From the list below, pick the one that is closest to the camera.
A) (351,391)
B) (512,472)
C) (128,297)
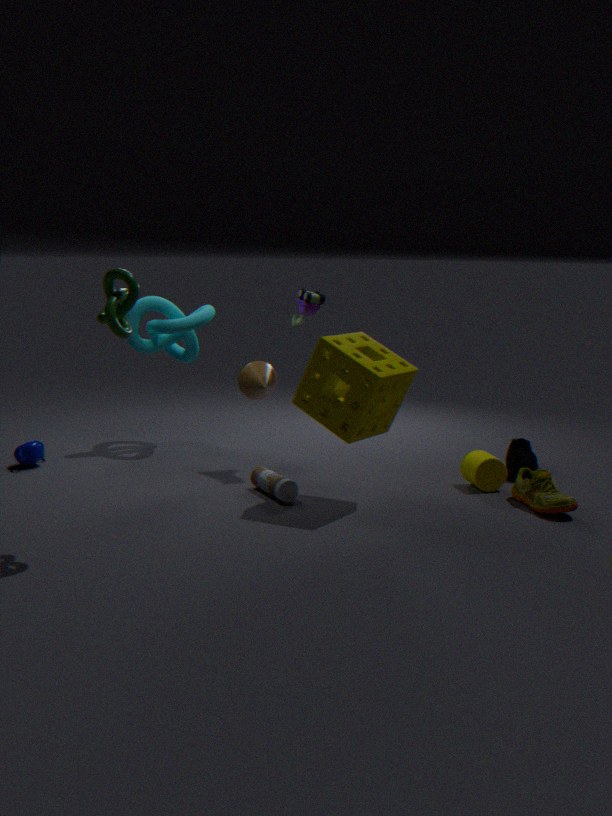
(128,297)
